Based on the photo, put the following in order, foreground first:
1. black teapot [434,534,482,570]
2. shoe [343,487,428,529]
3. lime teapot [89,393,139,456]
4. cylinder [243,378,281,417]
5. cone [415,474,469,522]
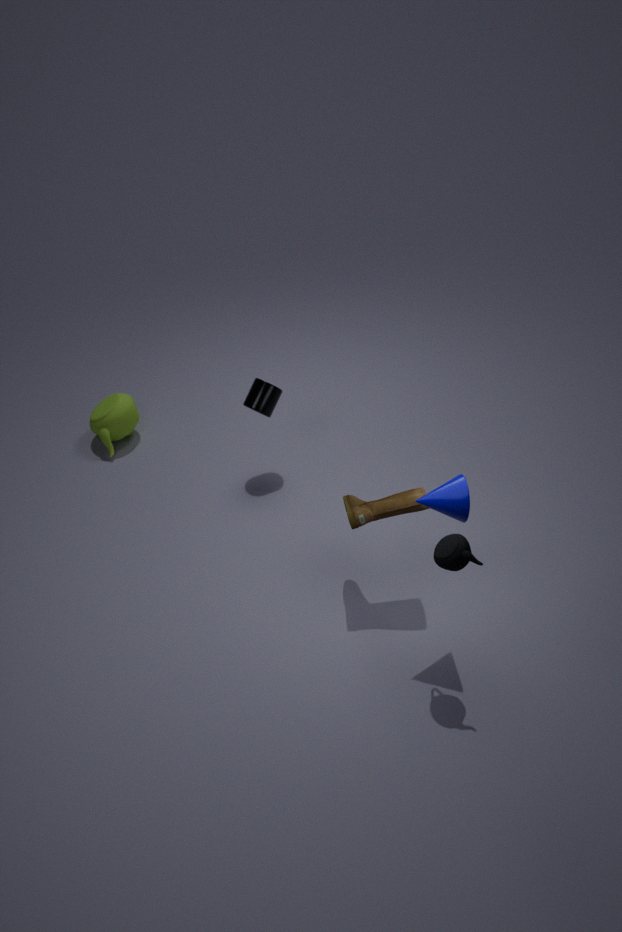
black teapot [434,534,482,570]
cone [415,474,469,522]
shoe [343,487,428,529]
cylinder [243,378,281,417]
lime teapot [89,393,139,456]
